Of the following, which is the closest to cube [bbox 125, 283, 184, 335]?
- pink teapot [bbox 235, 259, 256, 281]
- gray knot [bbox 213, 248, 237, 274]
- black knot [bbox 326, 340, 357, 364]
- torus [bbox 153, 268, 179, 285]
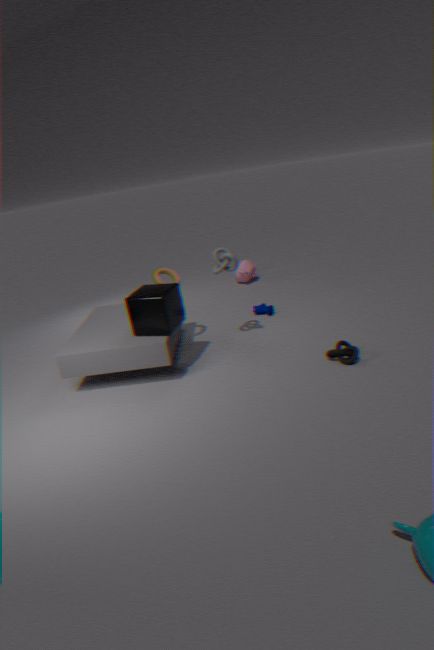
torus [bbox 153, 268, 179, 285]
